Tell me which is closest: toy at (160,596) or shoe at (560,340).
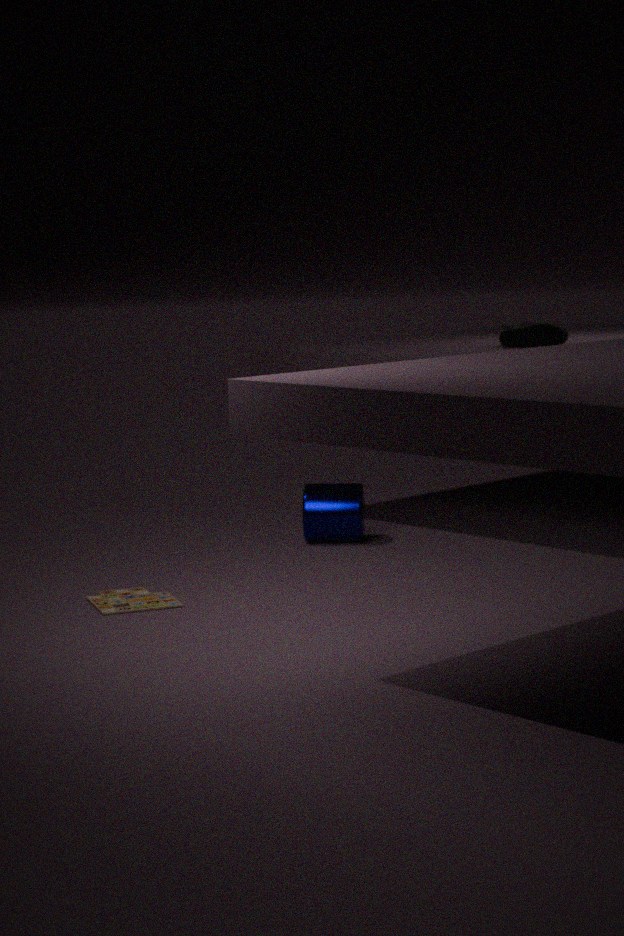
toy at (160,596)
